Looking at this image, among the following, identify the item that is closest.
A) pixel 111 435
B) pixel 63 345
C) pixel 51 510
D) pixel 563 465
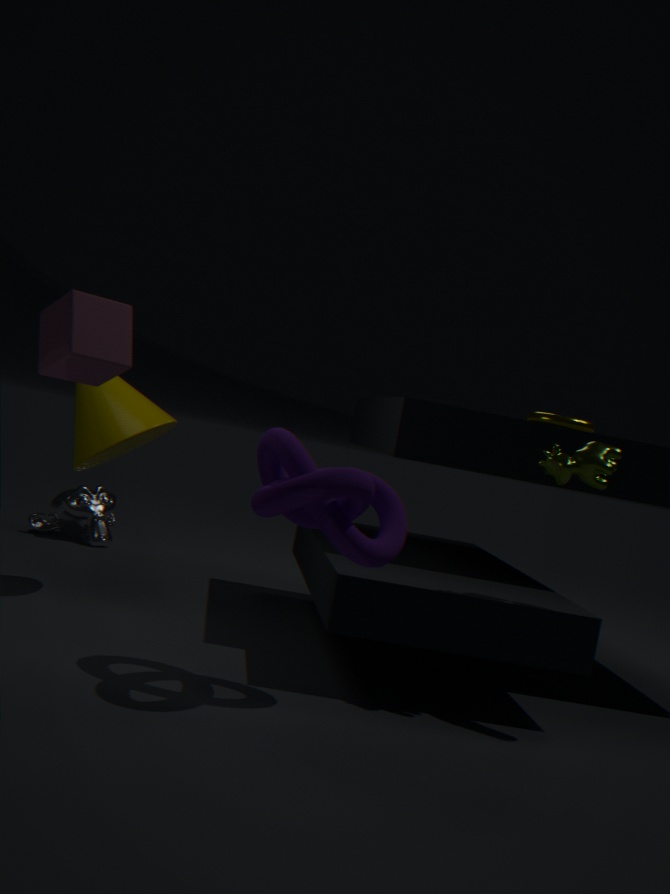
pixel 63 345
